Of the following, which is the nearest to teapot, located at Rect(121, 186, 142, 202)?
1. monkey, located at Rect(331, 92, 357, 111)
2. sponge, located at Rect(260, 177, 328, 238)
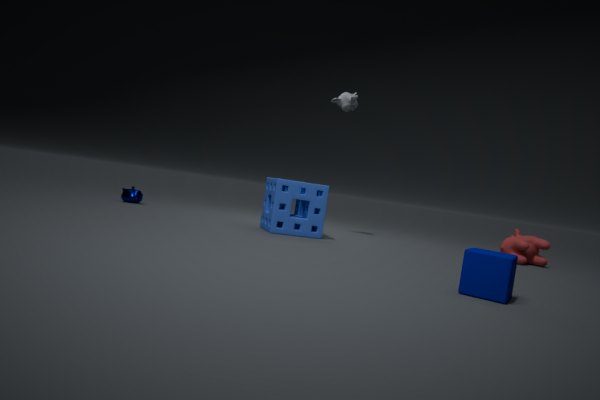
sponge, located at Rect(260, 177, 328, 238)
